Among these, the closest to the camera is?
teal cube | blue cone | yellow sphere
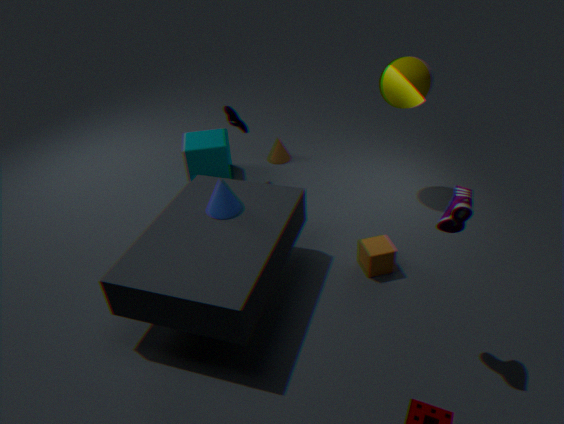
blue cone
